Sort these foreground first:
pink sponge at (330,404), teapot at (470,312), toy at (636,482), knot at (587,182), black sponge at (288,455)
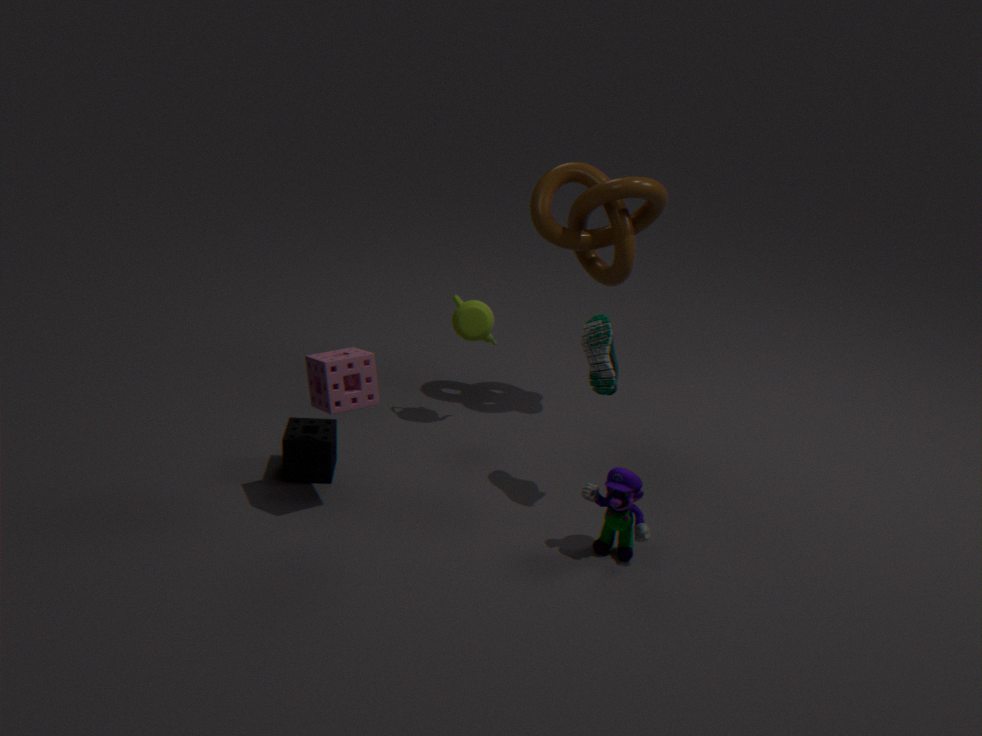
toy at (636,482) → pink sponge at (330,404) → black sponge at (288,455) → knot at (587,182) → teapot at (470,312)
